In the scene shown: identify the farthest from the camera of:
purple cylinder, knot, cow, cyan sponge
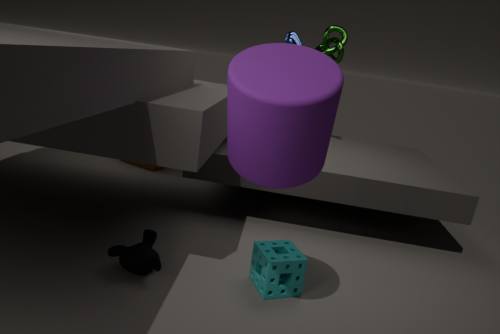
knot
